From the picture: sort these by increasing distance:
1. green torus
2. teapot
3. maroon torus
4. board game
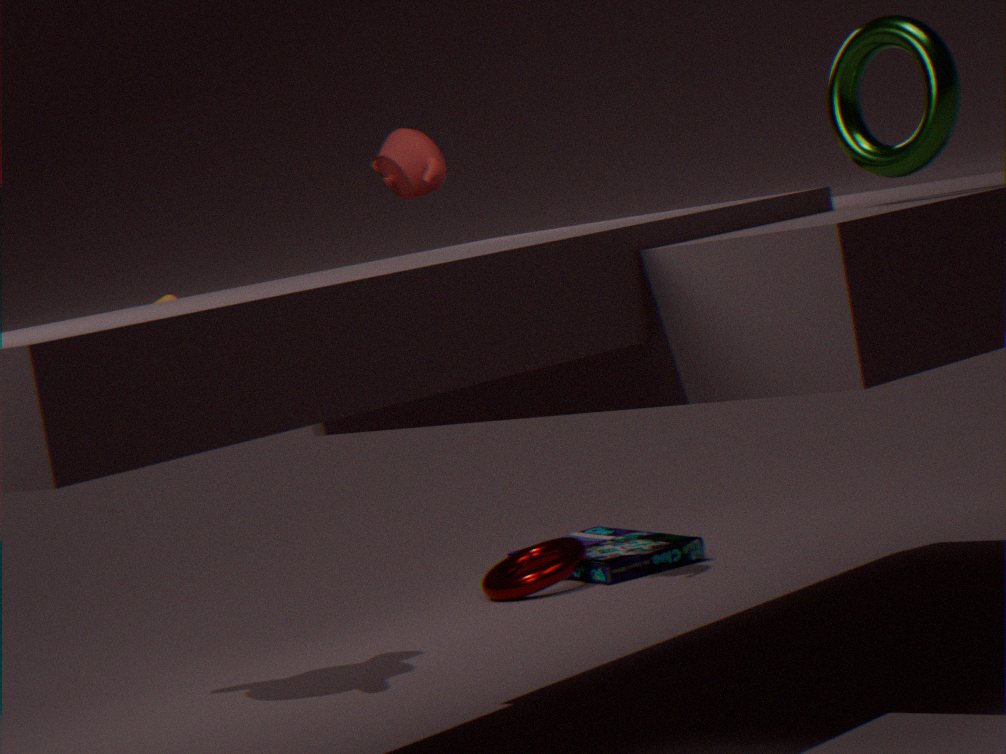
green torus → teapot → maroon torus → board game
